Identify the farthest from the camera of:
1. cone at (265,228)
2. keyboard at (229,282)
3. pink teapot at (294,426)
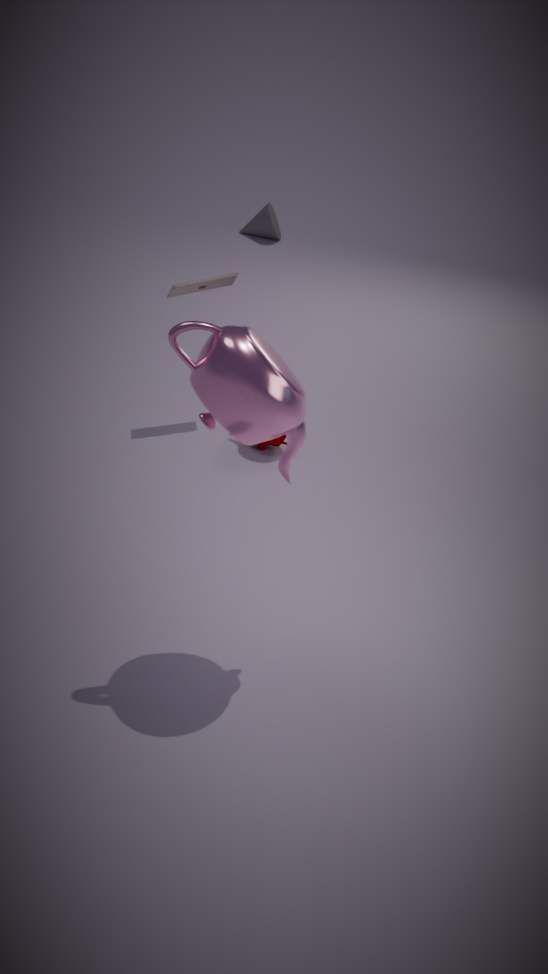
cone at (265,228)
